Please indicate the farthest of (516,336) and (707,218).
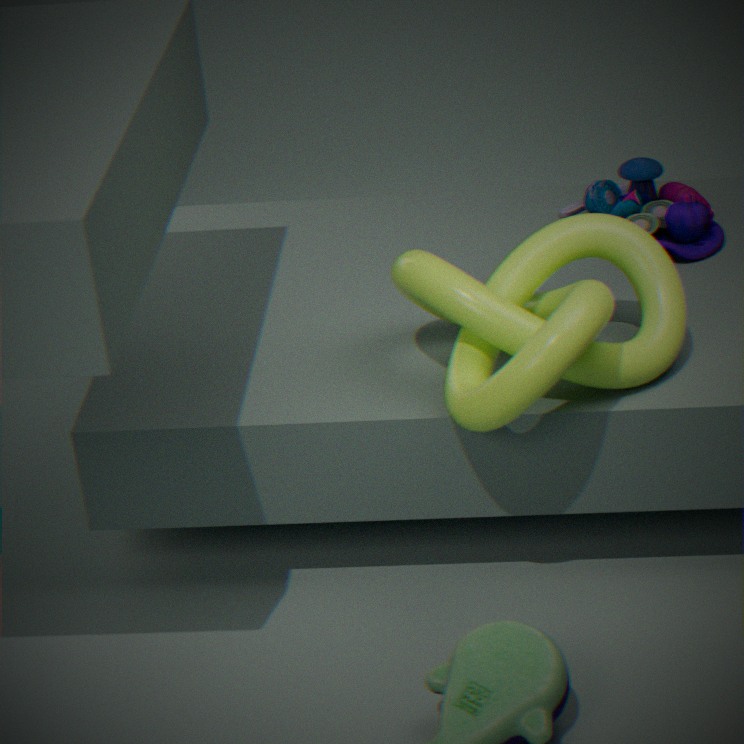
(707,218)
